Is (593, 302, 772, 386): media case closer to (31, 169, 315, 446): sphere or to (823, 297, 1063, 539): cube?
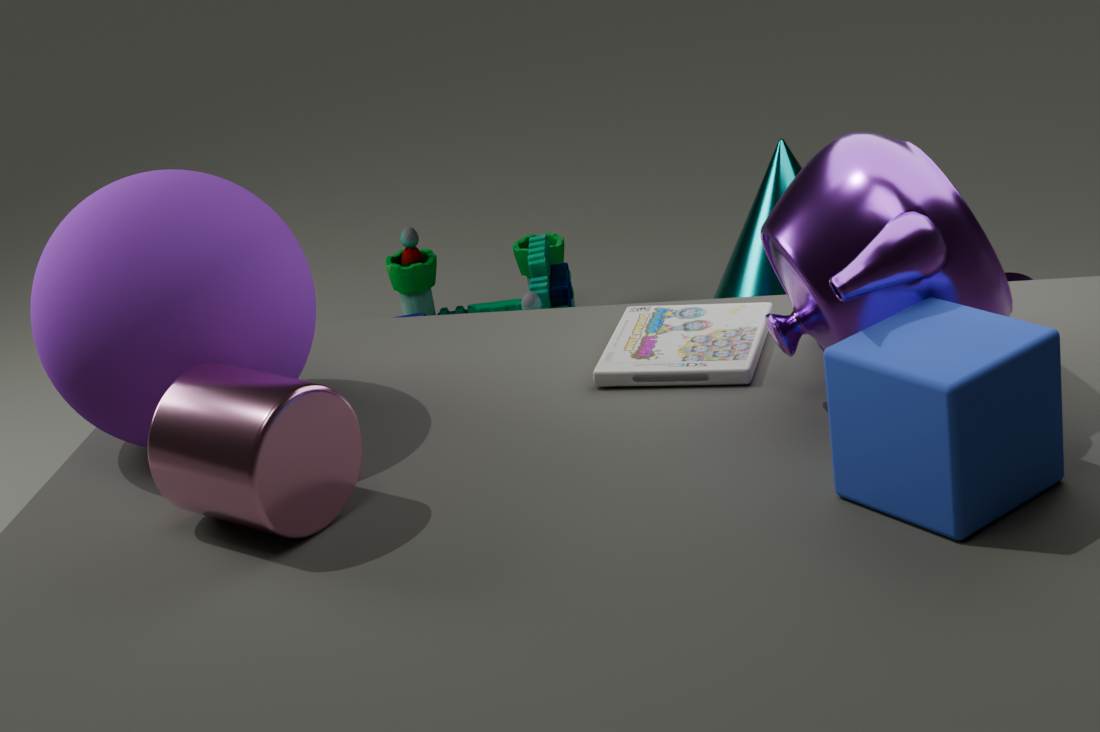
(823, 297, 1063, 539): cube
